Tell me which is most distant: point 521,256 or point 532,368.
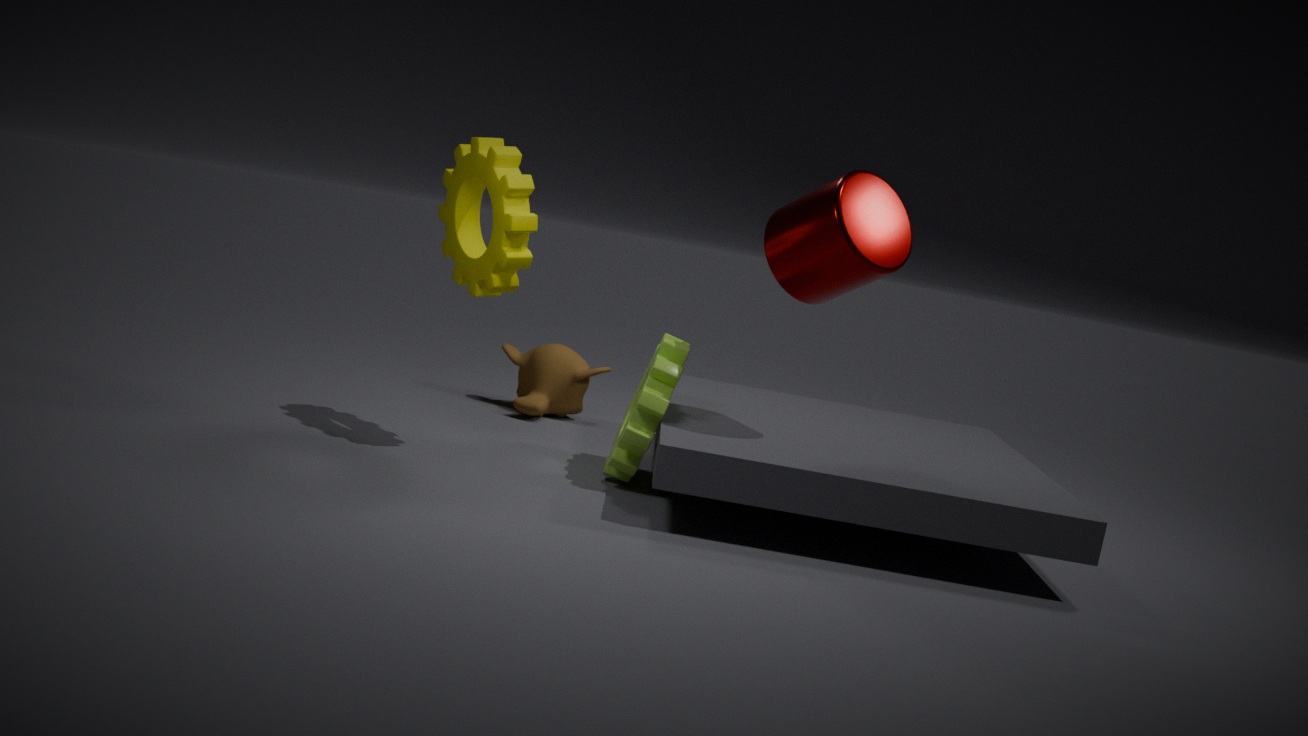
point 532,368
